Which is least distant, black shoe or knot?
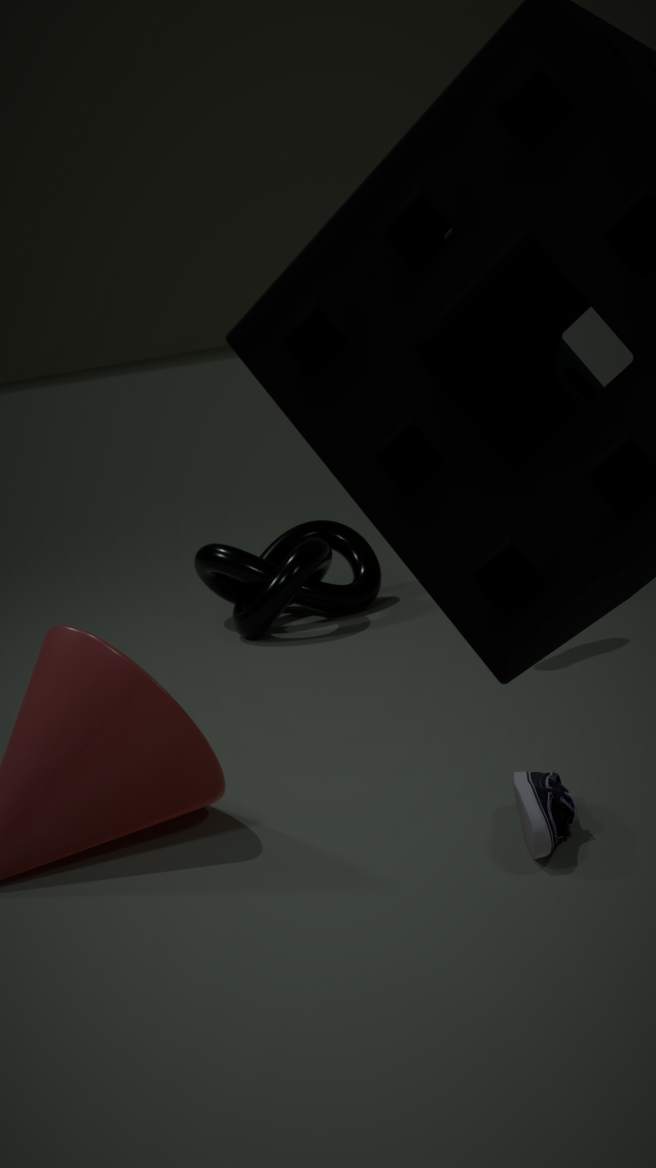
Result: black shoe
